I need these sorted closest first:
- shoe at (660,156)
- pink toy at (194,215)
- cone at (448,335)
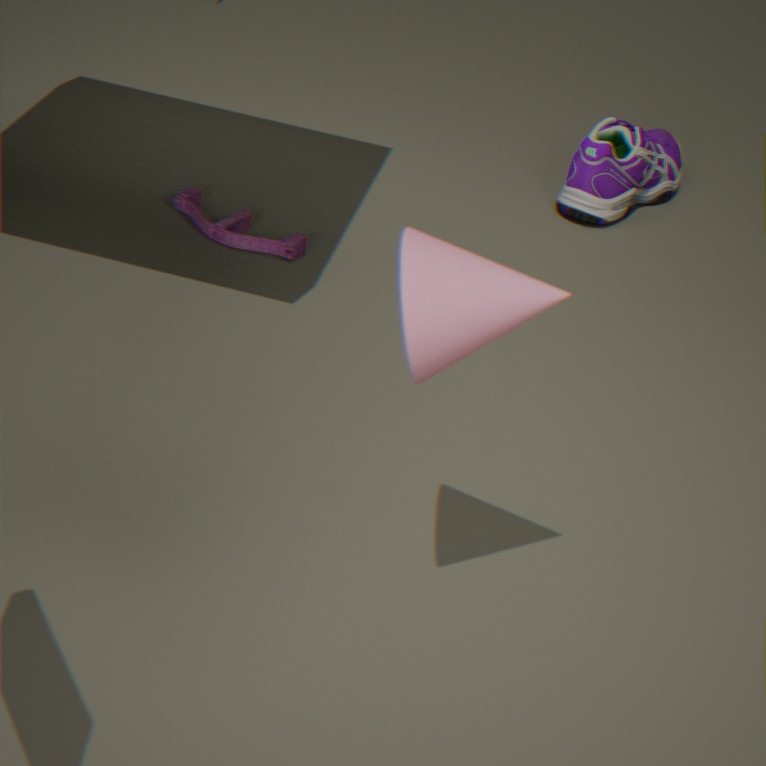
cone at (448,335) → pink toy at (194,215) → shoe at (660,156)
